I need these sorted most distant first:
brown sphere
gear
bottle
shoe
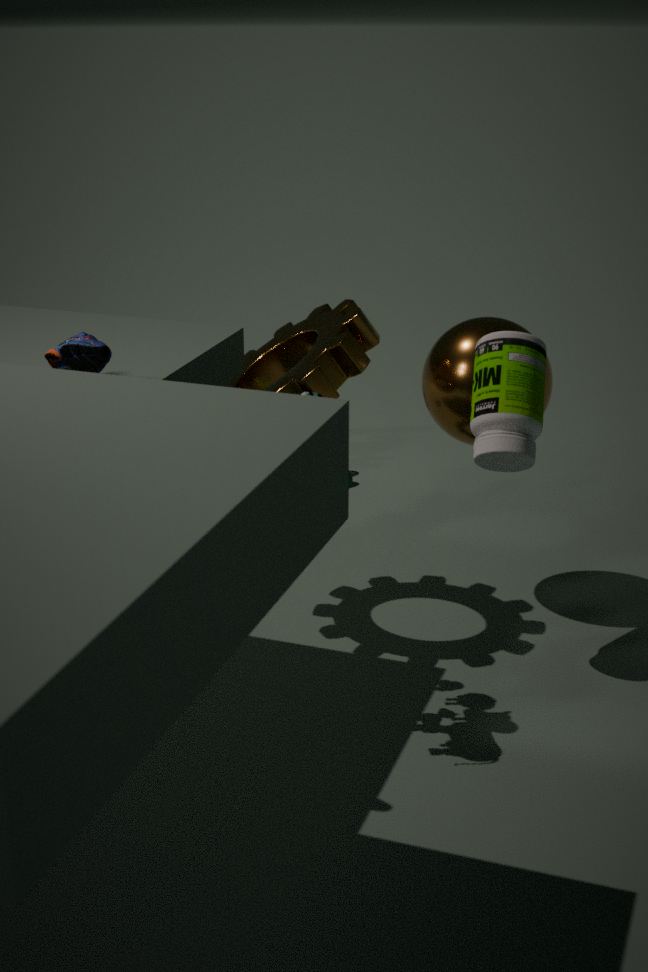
brown sphere
gear
bottle
shoe
